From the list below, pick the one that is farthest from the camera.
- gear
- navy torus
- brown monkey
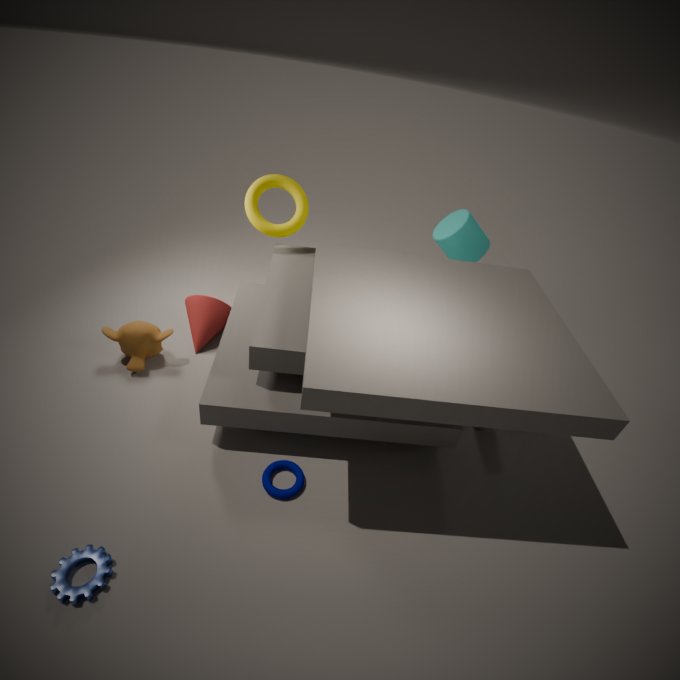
brown monkey
